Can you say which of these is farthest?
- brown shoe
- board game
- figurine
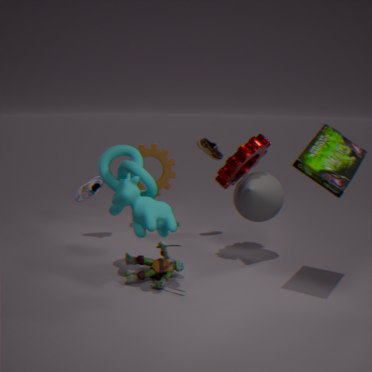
brown shoe
